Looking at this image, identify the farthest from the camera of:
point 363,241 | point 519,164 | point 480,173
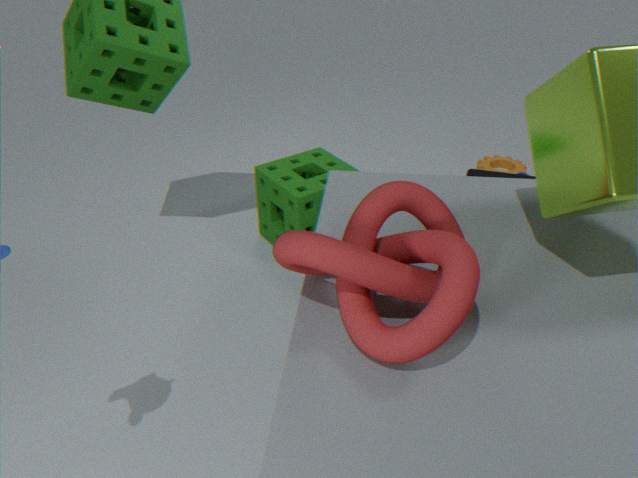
point 519,164
